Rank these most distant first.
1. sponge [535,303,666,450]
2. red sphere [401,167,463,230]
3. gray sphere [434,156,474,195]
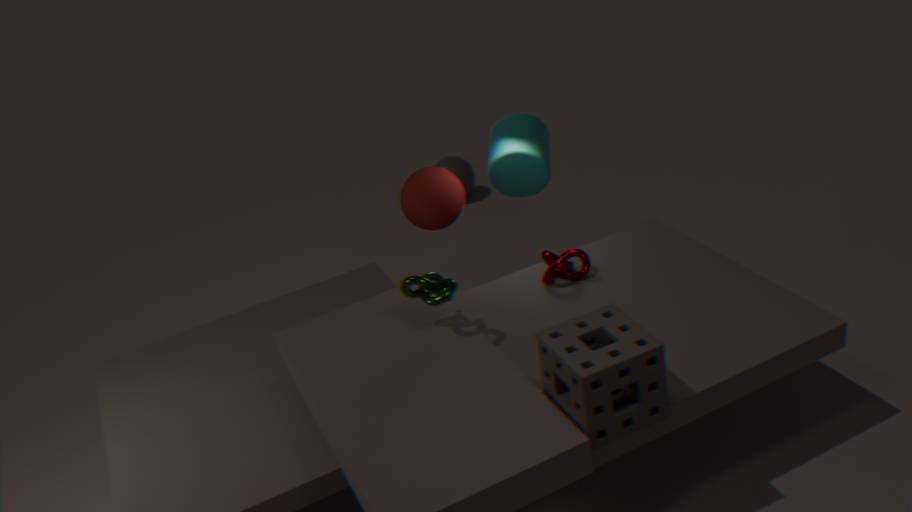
gray sphere [434,156,474,195] → red sphere [401,167,463,230] → sponge [535,303,666,450]
